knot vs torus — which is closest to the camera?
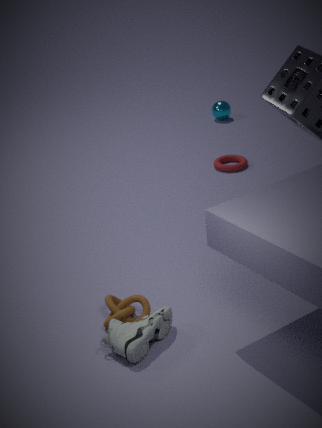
knot
